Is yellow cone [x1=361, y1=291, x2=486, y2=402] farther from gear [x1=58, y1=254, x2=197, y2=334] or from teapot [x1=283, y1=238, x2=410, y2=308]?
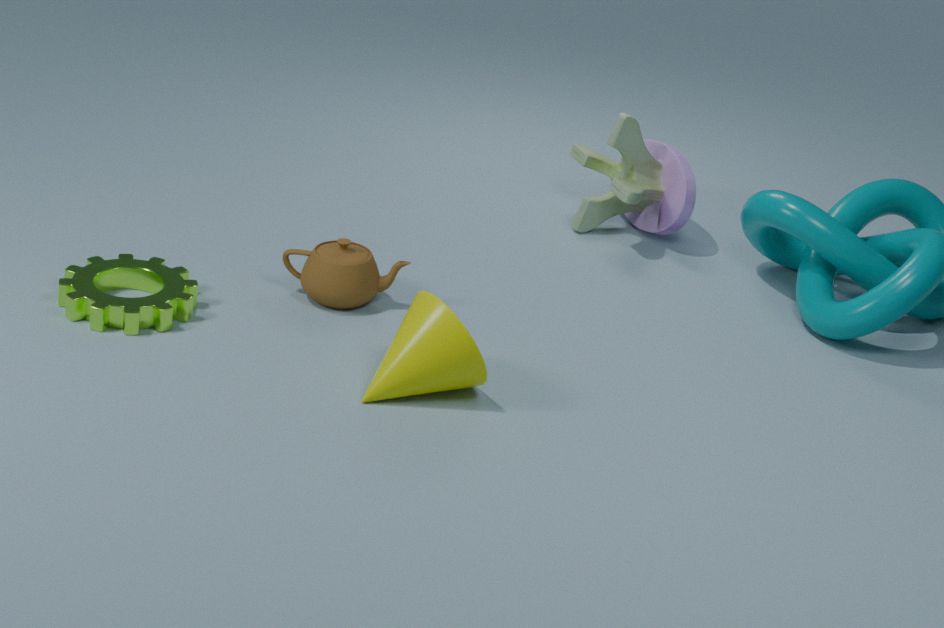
gear [x1=58, y1=254, x2=197, y2=334]
